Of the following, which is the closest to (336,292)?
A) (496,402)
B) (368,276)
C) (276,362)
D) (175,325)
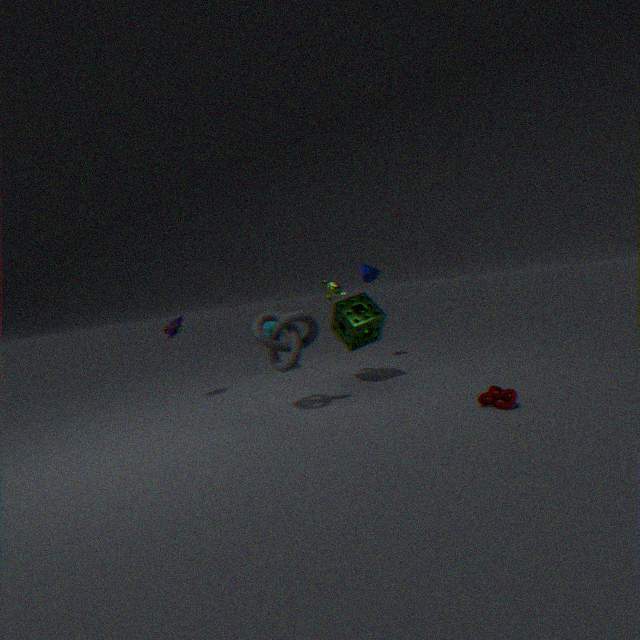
(368,276)
